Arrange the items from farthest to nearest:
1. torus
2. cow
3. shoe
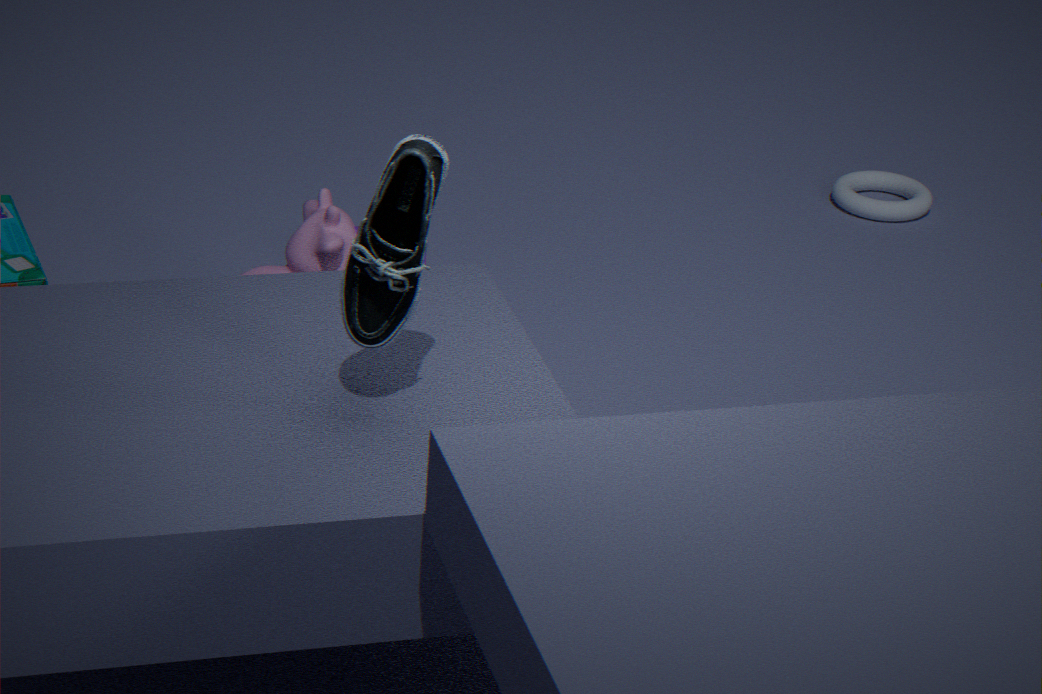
torus → cow → shoe
